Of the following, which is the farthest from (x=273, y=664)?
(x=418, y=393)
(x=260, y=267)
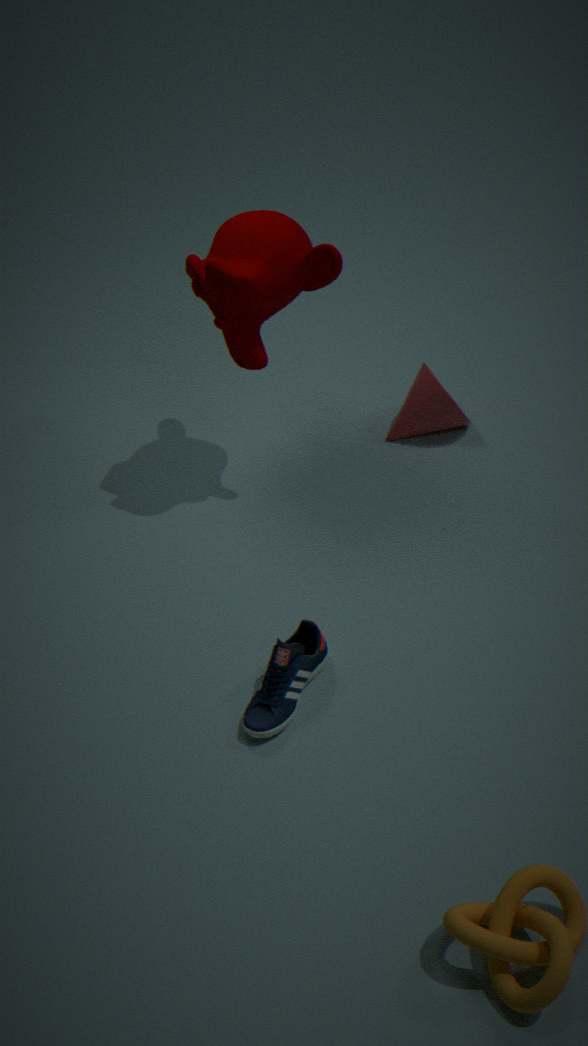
(x=260, y=267)
